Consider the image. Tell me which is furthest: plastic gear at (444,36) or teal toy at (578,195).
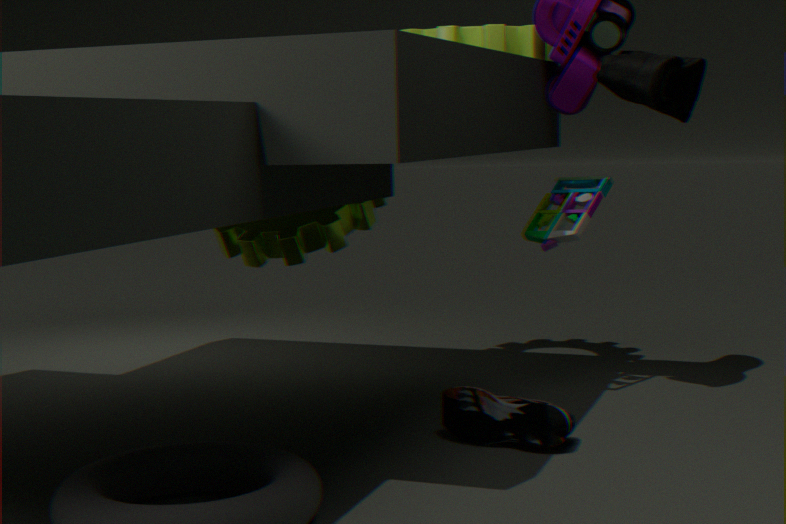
teal toy at (578,195)
